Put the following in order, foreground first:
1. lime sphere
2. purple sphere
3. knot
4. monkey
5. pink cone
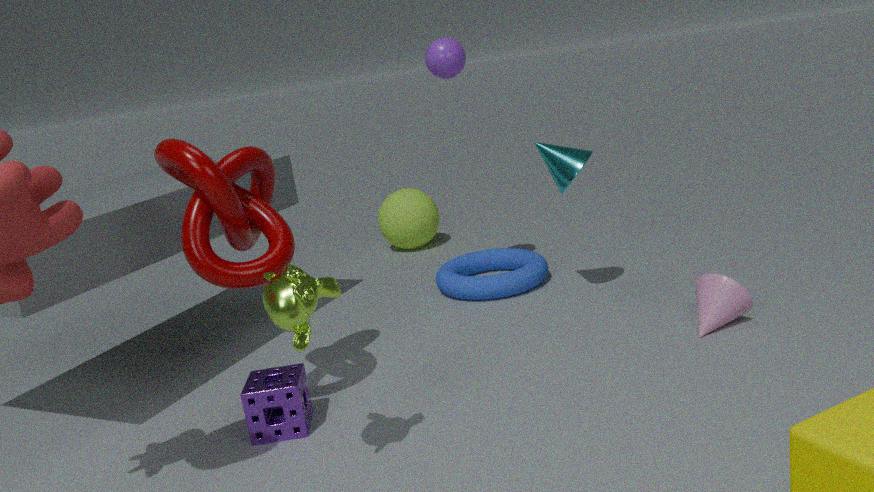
monkey
knot
pink cone
purple sphere
lime sphere
